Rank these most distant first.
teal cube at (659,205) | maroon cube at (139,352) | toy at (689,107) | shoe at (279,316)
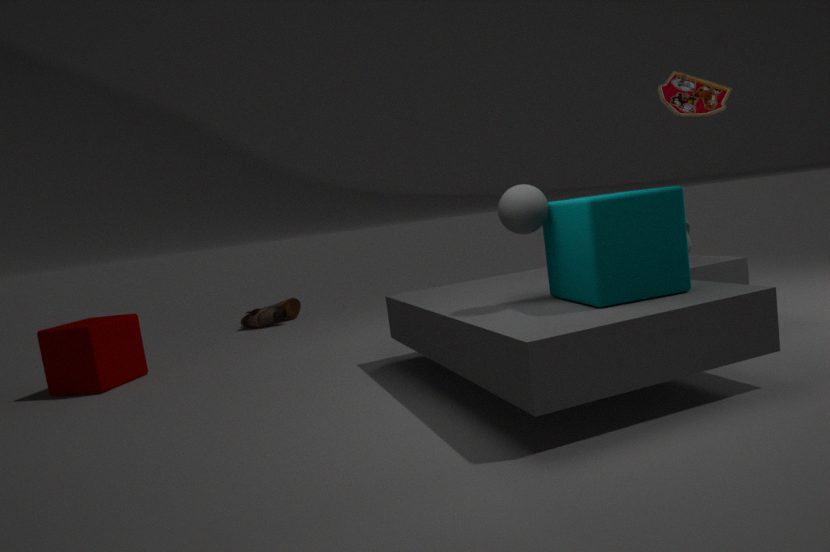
shoe at (279,316) < maroon cube at (139,352) < toy at (689,107) < teal cube at (659,205)
